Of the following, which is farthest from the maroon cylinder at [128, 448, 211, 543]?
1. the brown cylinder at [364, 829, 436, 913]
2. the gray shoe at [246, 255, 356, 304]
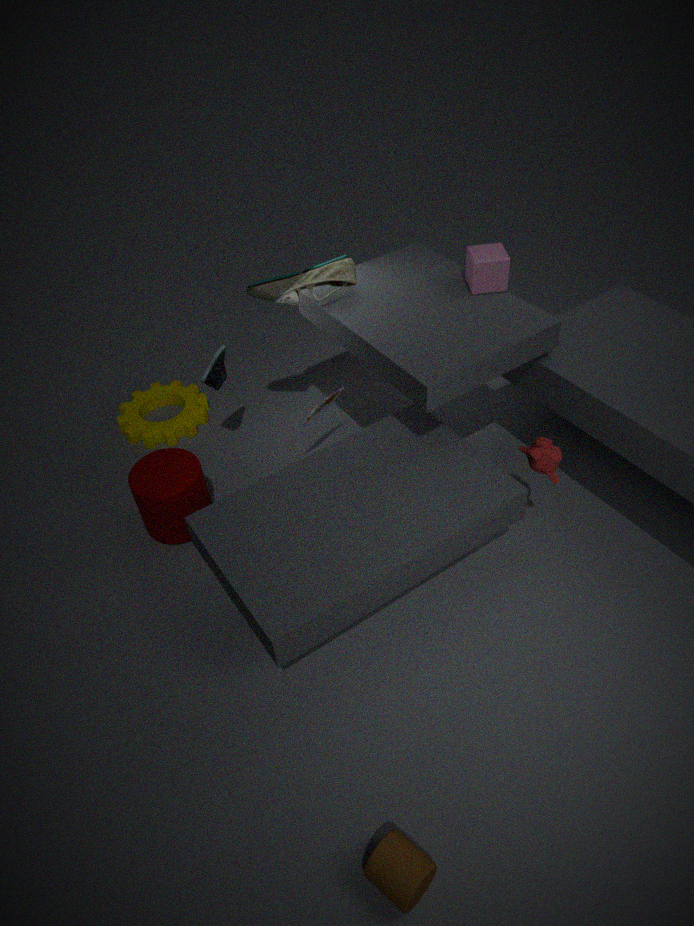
the brown cylinder at [364, 829, 436, 913]
